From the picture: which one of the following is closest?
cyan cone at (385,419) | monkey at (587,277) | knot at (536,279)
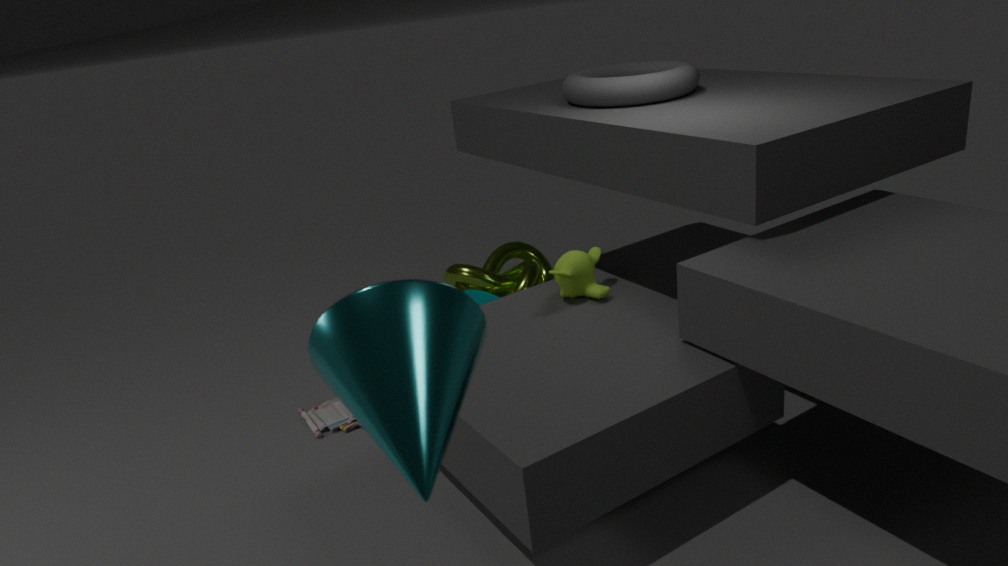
cyan cone at (385,419)
